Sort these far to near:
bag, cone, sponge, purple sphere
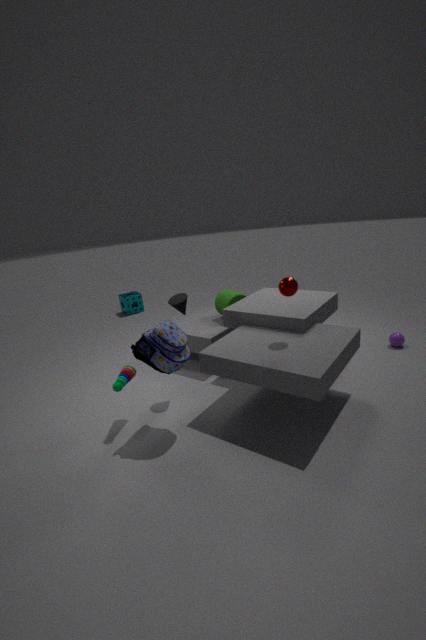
1. sponge
2. purple sphere
3. cone
4. bag
